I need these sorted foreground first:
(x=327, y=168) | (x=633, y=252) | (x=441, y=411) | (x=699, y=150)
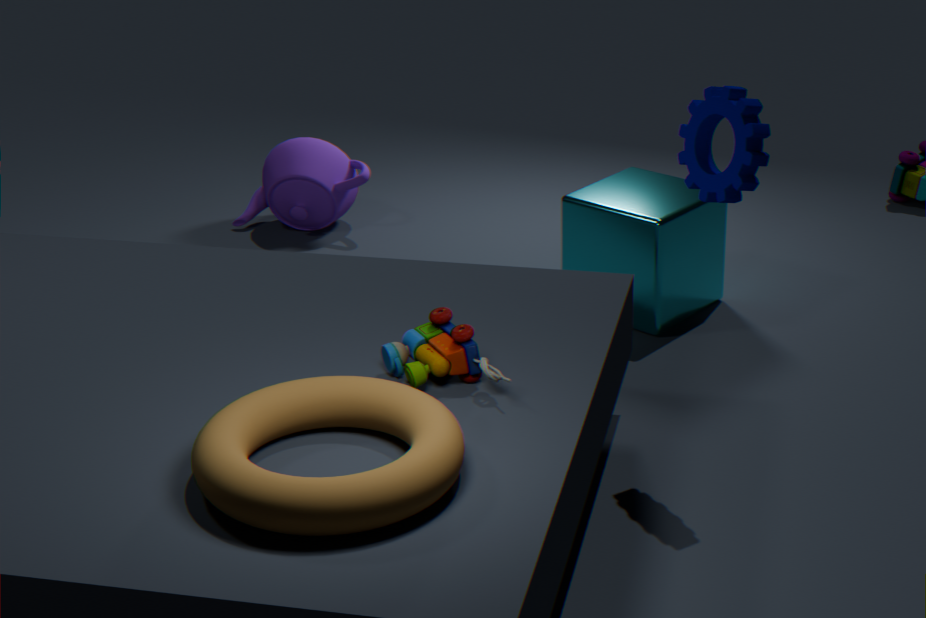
(x=441, y=411) < (x=699, y=150) < (x=633, y=252) < (x=327, y=168)
